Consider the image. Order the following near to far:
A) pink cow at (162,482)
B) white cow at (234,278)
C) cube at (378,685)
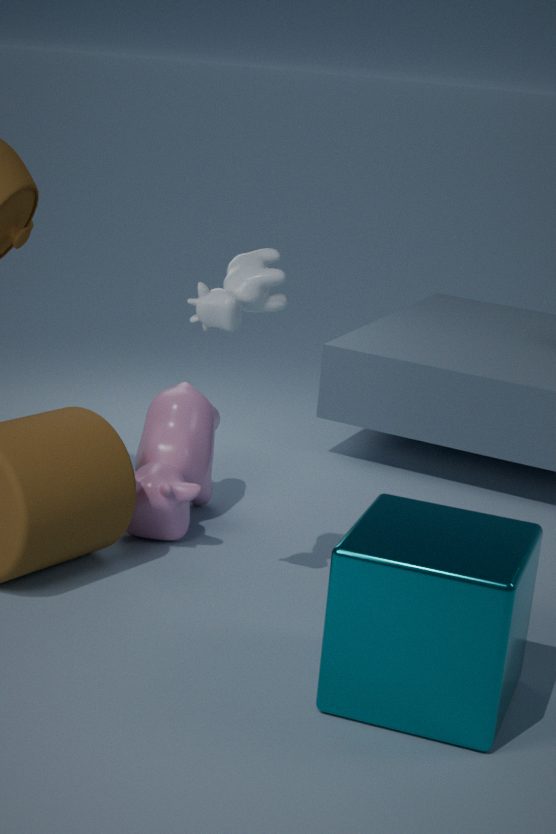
cube at (378,685) → white cow at (234,278) → pink cow at (162,482)
